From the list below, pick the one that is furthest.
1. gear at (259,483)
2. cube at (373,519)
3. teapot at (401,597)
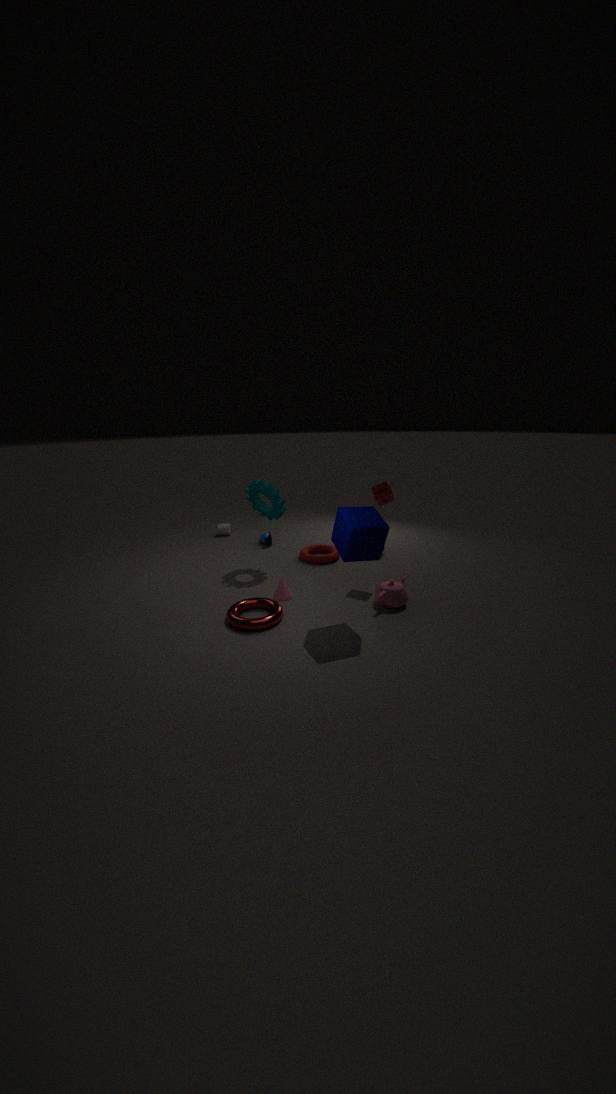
gear at (259,483)
